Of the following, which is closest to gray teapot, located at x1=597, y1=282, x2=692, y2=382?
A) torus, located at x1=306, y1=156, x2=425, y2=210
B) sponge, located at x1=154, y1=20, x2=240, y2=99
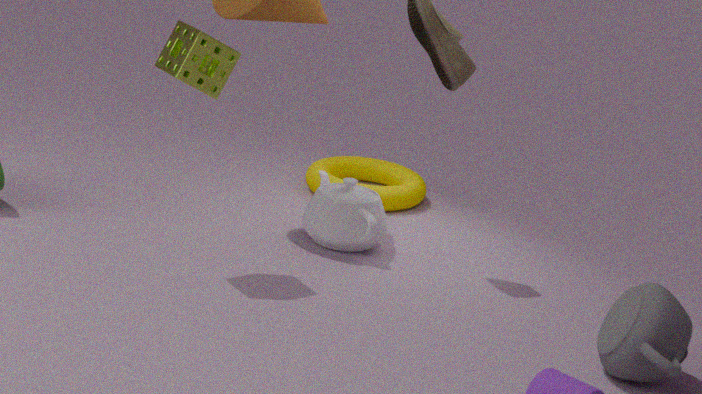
torus, located at x1=306, y1=156, x2=425, y2=210
